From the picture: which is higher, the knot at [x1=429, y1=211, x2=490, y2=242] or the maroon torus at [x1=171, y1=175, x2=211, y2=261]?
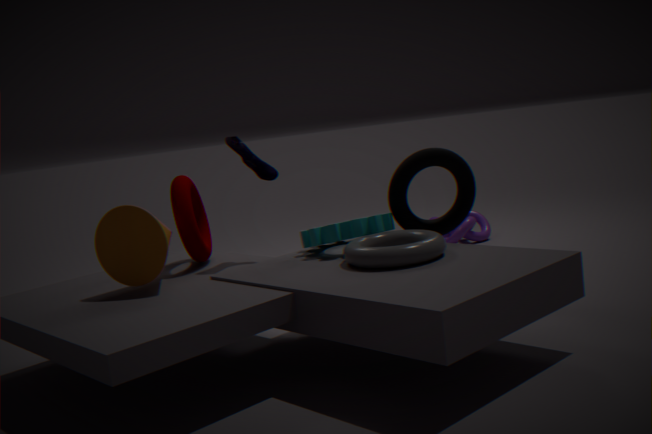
the maroon torus at [x1=171, y1=175, x2=211, y2=261]
